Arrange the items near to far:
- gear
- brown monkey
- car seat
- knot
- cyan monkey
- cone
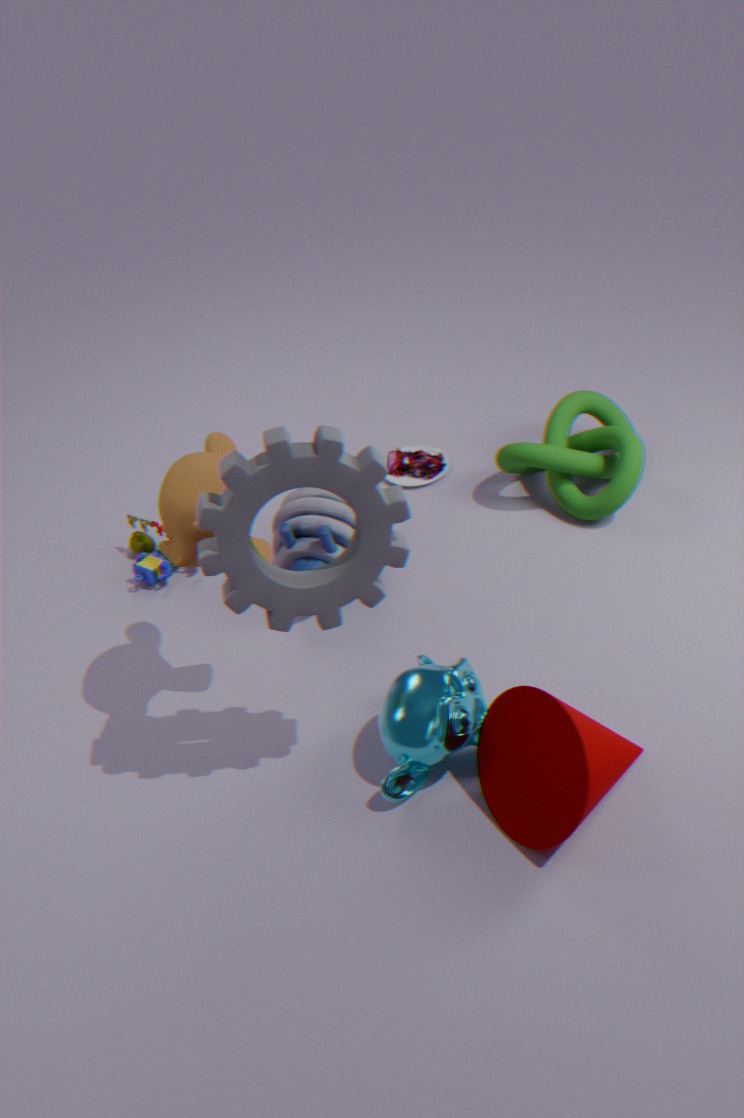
gear, cone, brown monkey, cyan monkey, knot, car seat
